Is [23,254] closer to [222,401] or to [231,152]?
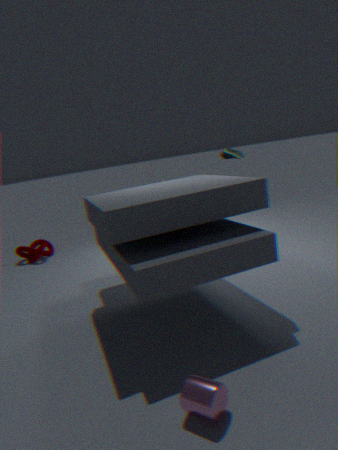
[231,152]
